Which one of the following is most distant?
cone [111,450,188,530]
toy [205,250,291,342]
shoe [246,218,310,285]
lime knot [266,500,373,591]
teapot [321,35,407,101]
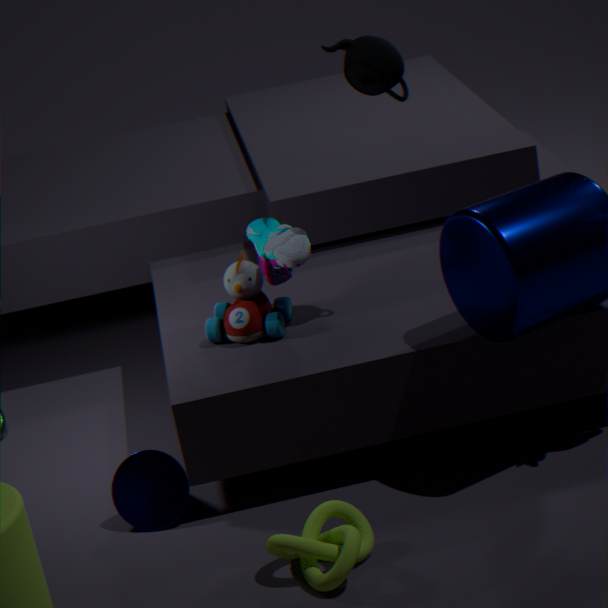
toy [205,250,291,342]
